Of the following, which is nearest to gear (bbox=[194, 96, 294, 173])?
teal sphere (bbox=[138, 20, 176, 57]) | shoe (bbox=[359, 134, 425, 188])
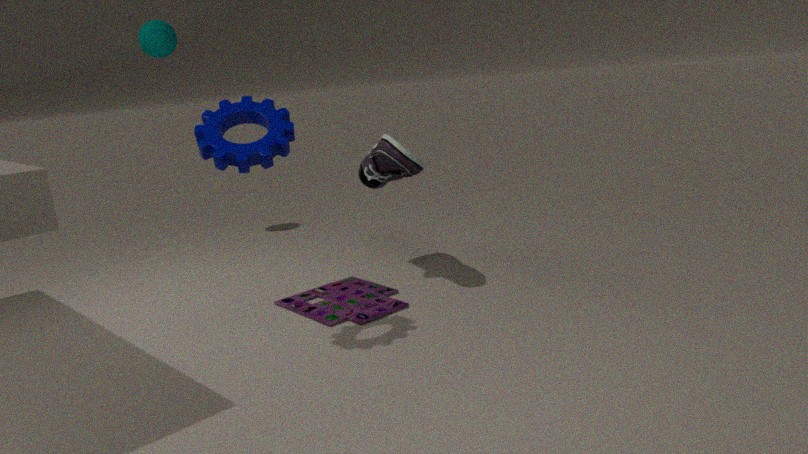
shoe (bbox=[359, 134, 425, 188])
